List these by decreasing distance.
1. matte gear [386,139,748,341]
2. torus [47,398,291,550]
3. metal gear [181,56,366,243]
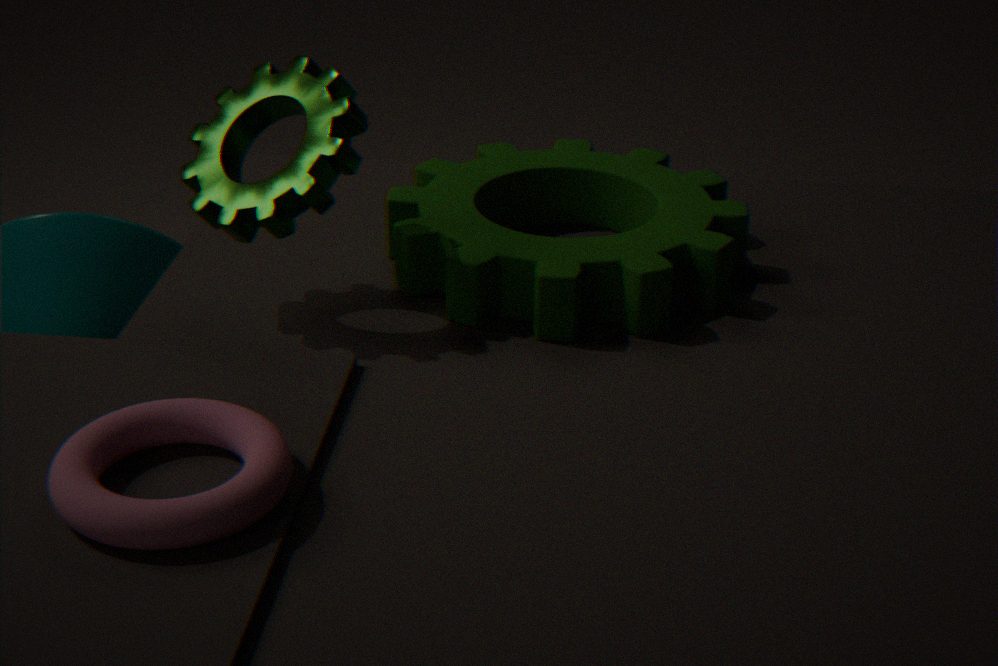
matte gear [386,139,748,341], metal gear [181,56,366,243], torus [47,398,291,550]
